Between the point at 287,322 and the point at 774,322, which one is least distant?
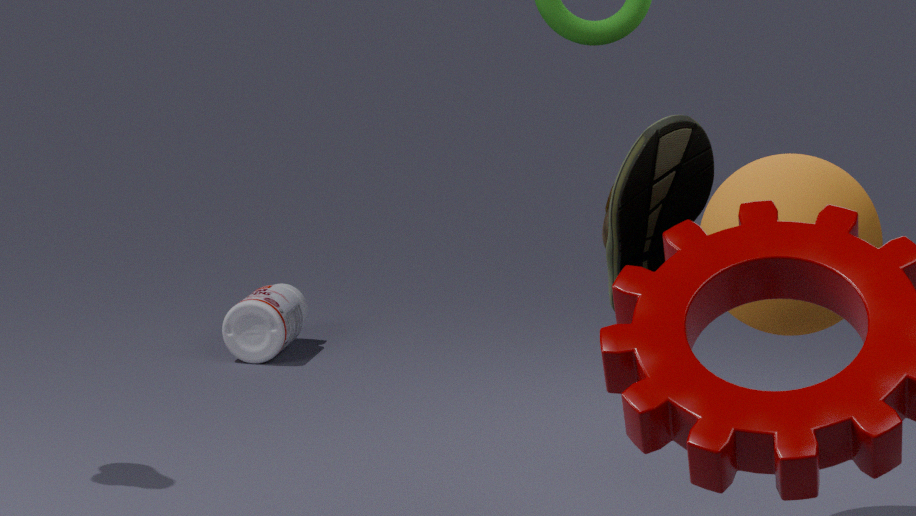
the point at 774,322
